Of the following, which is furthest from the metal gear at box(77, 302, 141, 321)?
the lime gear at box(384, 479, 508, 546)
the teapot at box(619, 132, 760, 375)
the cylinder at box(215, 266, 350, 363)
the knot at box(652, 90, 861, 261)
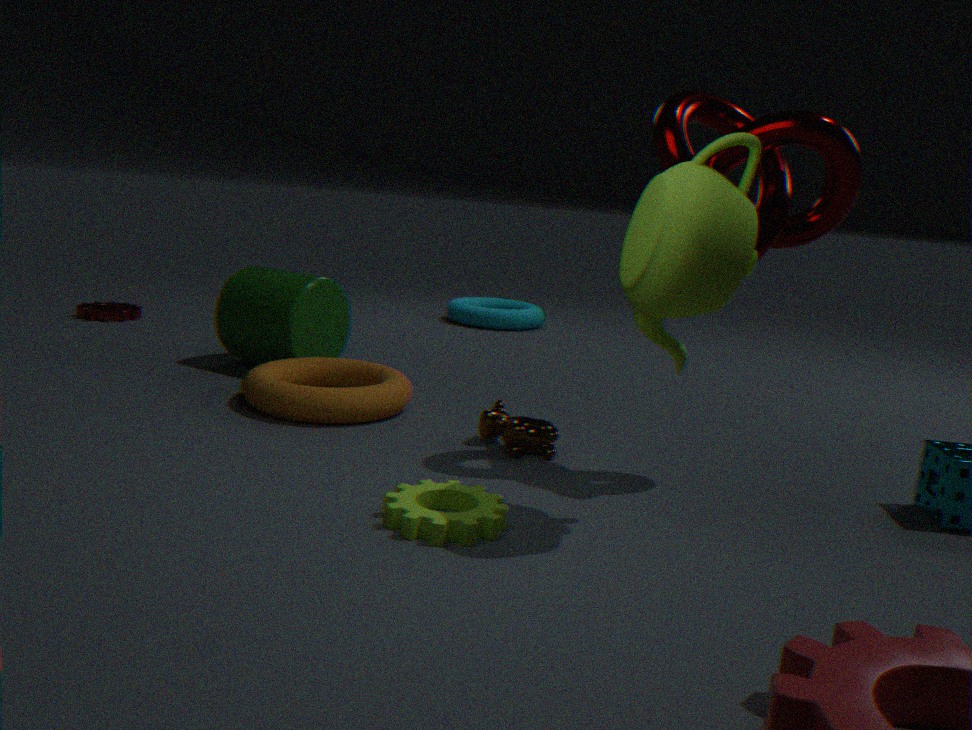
the teapot at box(619, 132, 760, 375)
